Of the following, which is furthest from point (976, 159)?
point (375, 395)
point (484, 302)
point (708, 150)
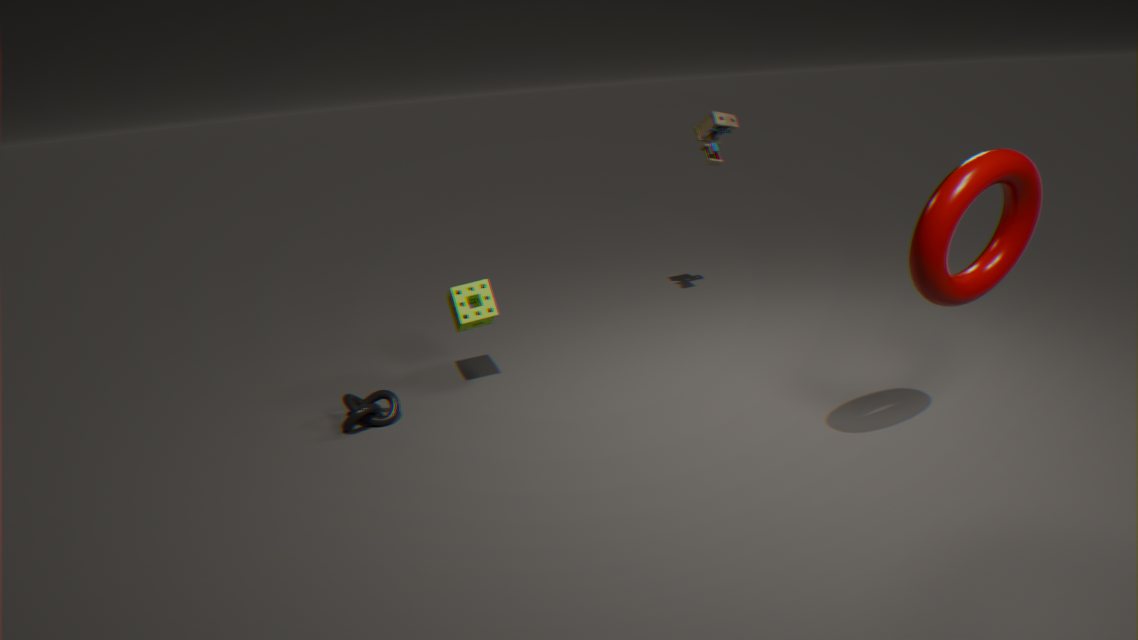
point (375, 395)
